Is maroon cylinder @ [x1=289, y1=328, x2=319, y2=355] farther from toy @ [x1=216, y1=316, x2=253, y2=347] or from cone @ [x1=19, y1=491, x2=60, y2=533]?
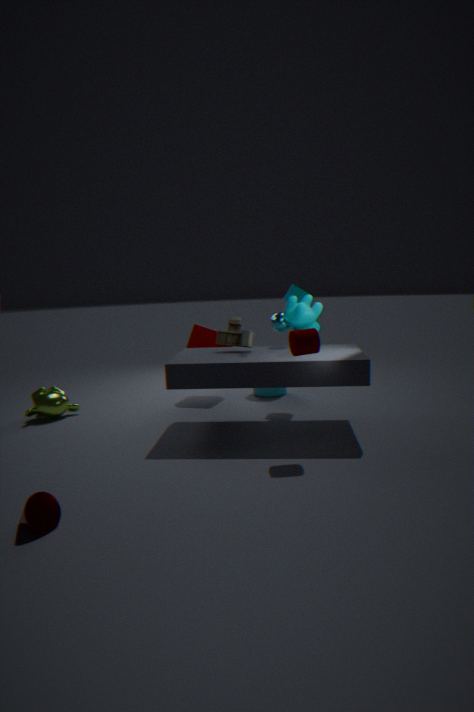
cone @ [x1=19, y1=491, x2=60, y2=533]
